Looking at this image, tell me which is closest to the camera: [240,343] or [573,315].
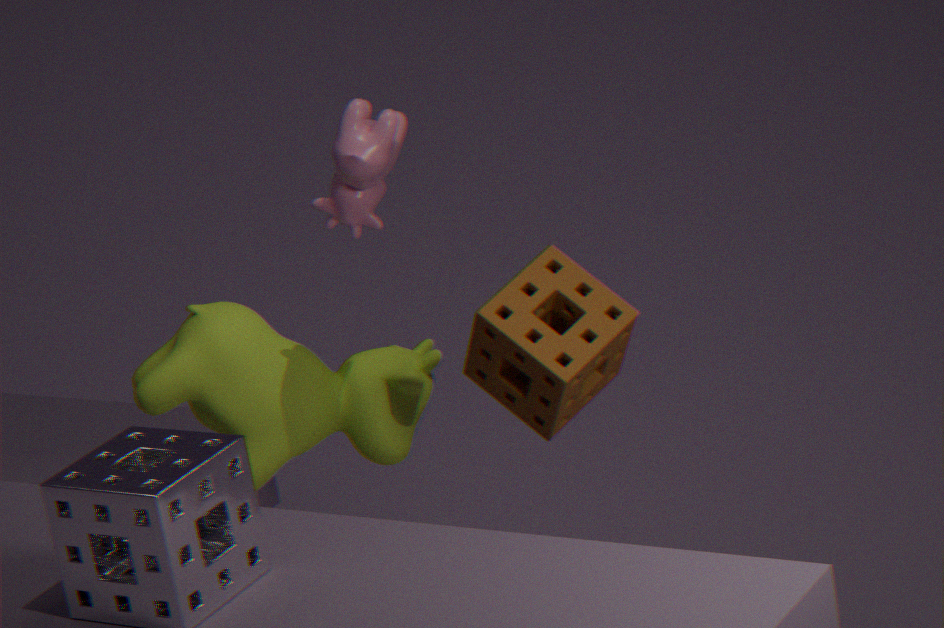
[573,315]
